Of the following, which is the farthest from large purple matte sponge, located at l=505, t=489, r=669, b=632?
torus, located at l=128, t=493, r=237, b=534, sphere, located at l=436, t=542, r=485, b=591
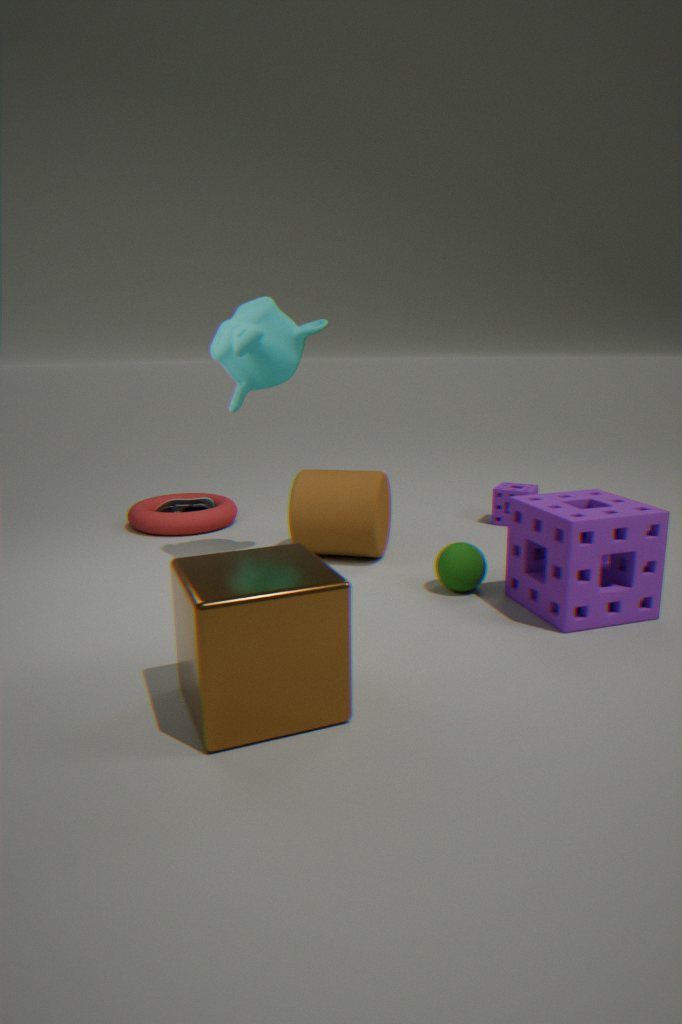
torus, located at l=128, t=493, r=237, b=534
